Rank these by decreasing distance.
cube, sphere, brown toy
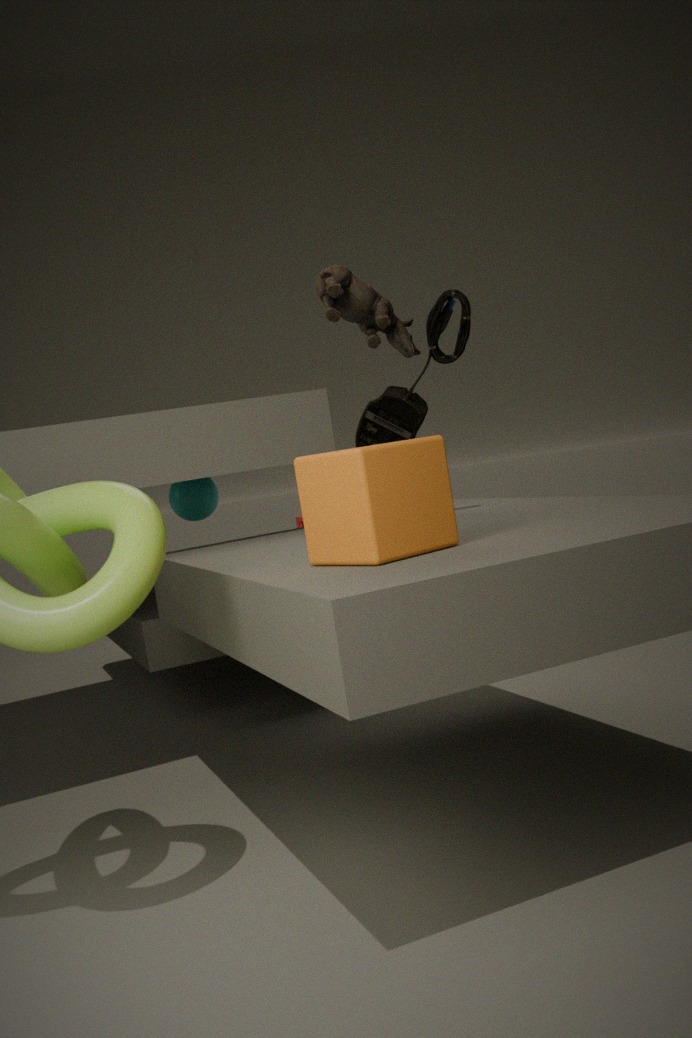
sphere < brown toy < cube
